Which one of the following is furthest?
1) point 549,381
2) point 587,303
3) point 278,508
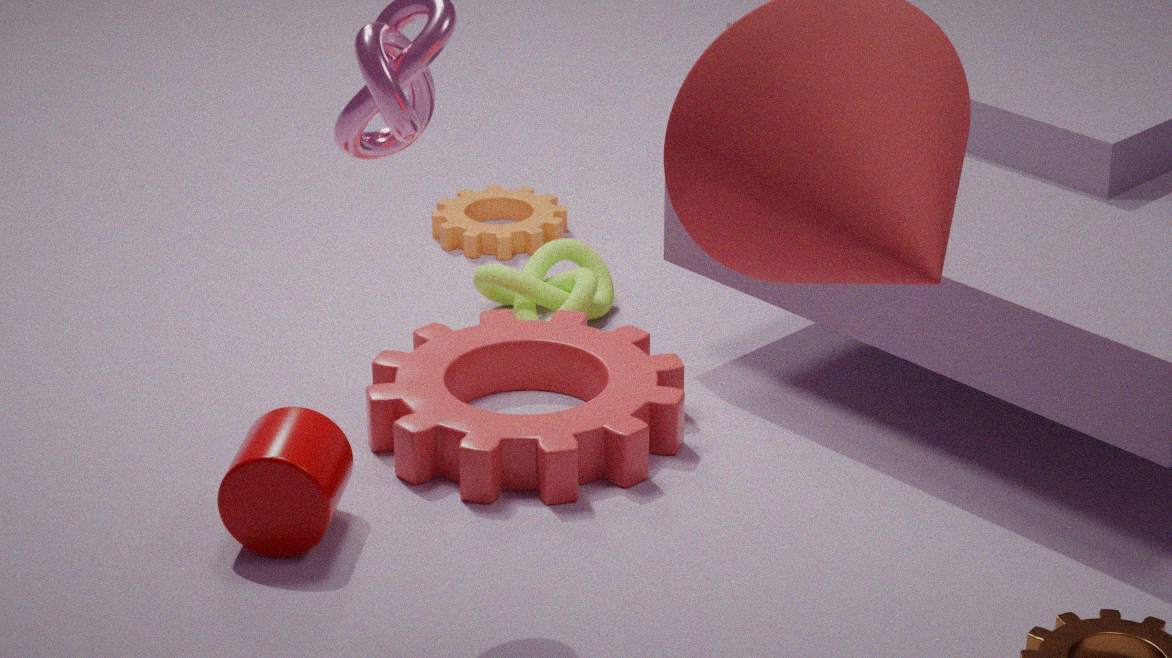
2. point 587,303
